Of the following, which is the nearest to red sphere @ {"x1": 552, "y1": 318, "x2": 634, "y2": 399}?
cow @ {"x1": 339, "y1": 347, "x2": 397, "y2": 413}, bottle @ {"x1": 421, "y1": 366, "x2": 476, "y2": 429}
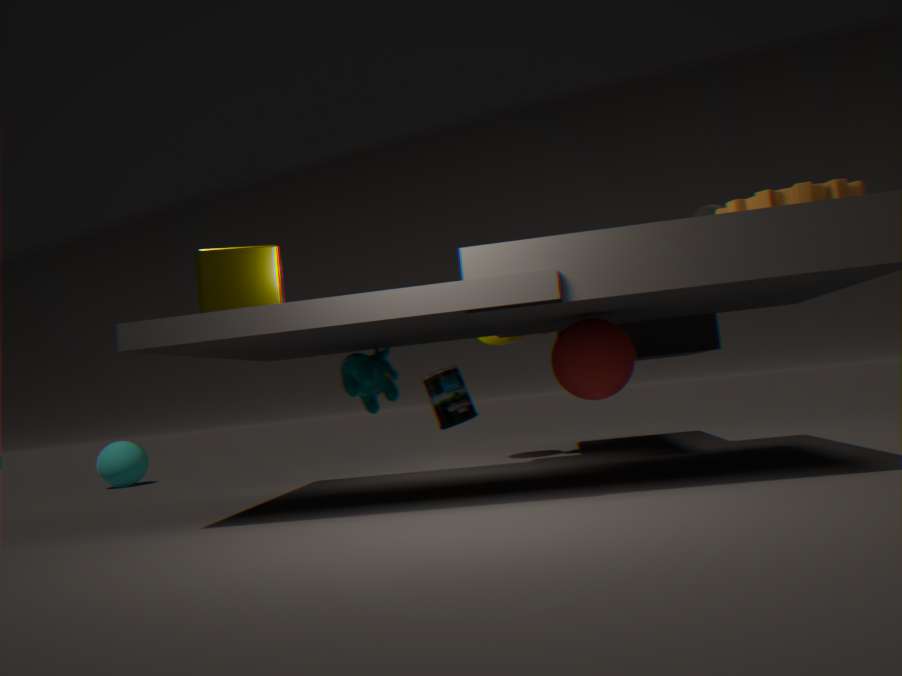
bottle @ {"x1": 421, "y1": 366, "x2": 476, "y2": 429}
